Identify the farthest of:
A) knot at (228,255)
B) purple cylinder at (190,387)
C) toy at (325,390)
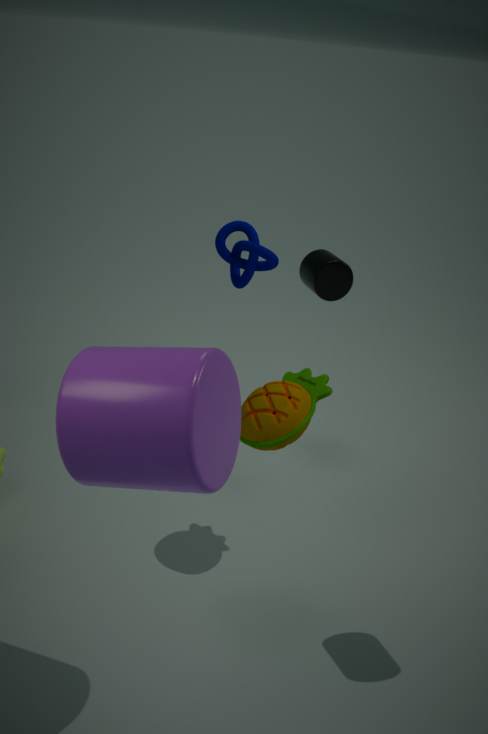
knot at (228,255)
